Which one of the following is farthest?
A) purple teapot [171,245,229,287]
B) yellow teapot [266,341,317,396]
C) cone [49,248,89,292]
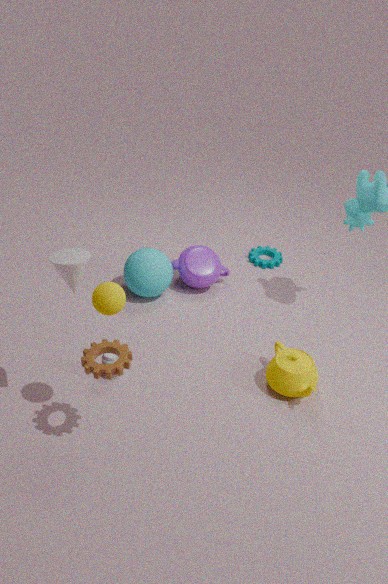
purple teapot [171,245,229,287]
